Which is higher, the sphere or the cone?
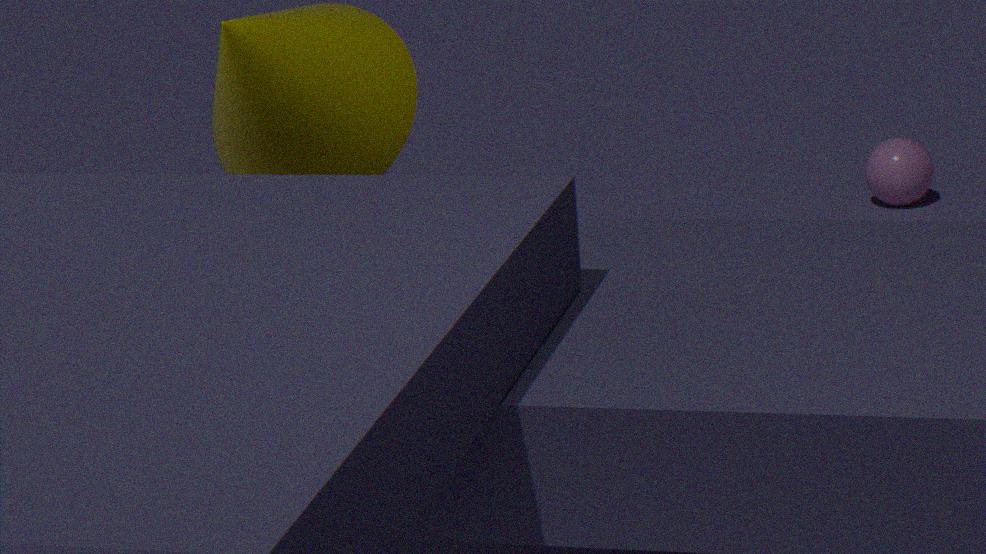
the cone
